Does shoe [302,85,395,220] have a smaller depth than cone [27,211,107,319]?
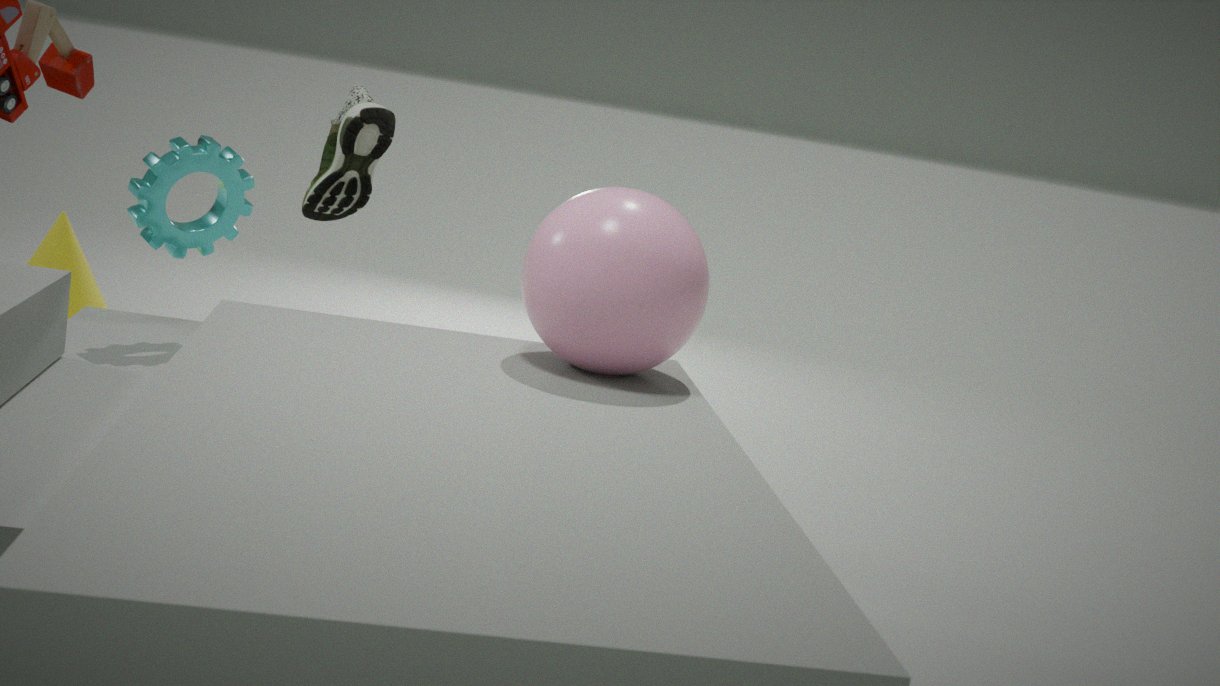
Yes
